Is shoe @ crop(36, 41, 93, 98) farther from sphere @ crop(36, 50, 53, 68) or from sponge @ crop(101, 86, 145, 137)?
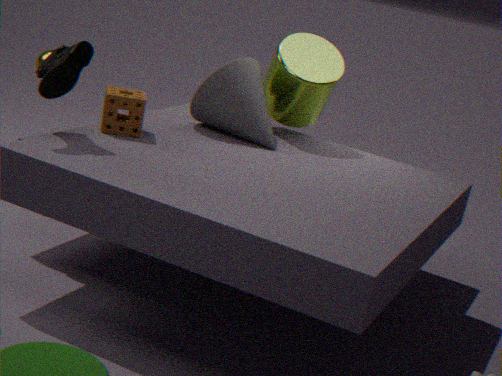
sphere @ crop(36, 50, 53, 68)
